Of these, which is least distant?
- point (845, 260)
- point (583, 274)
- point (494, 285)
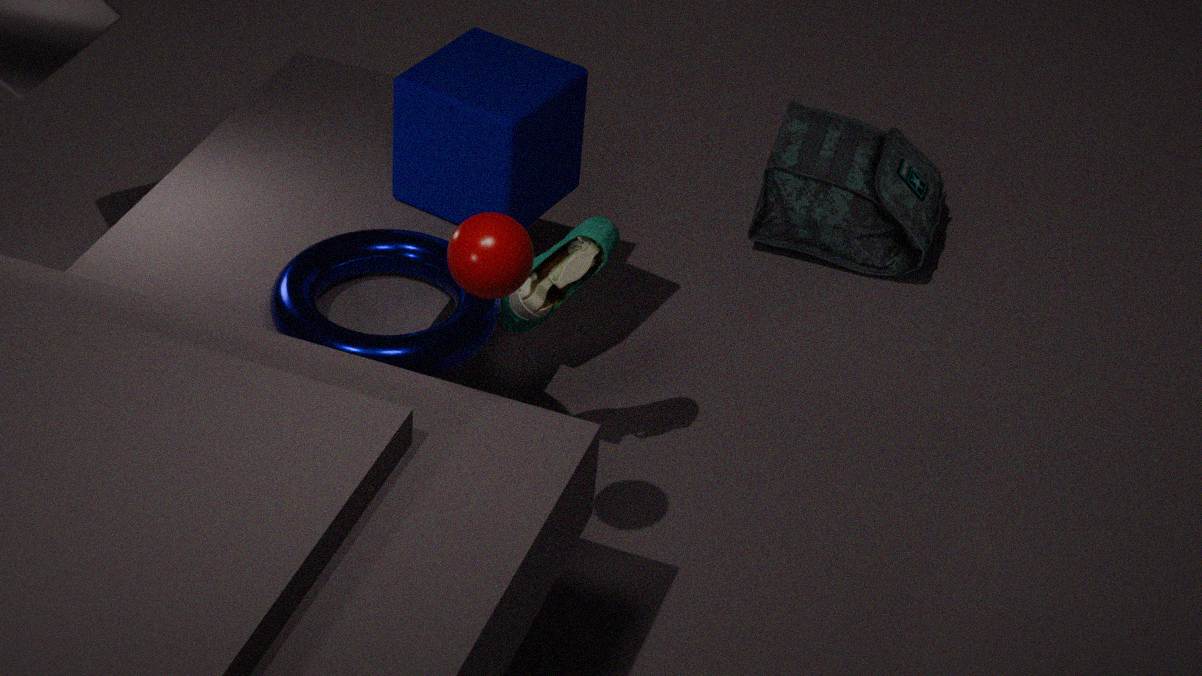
point (494, 285)
